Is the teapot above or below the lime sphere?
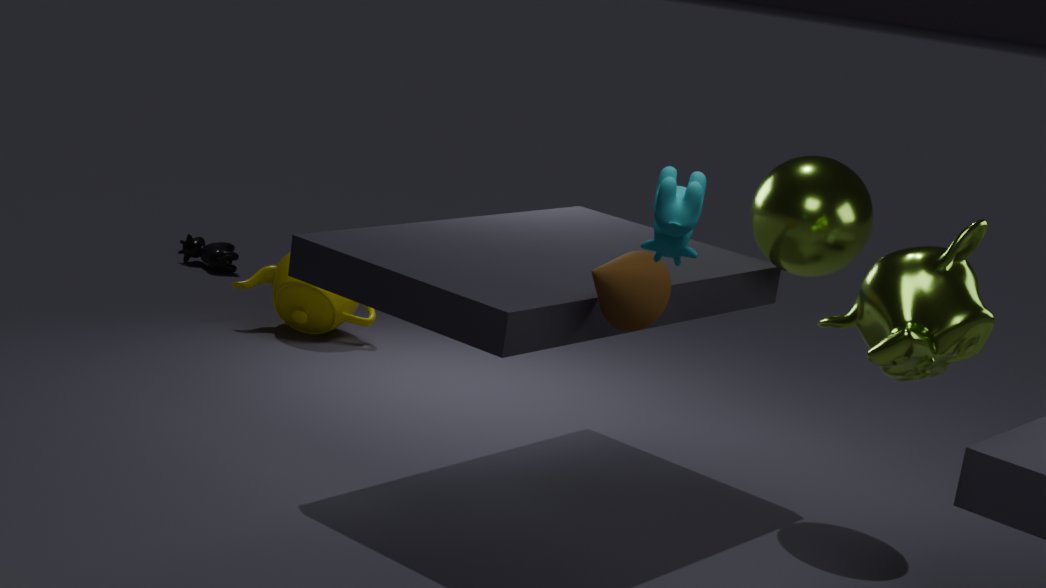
below
